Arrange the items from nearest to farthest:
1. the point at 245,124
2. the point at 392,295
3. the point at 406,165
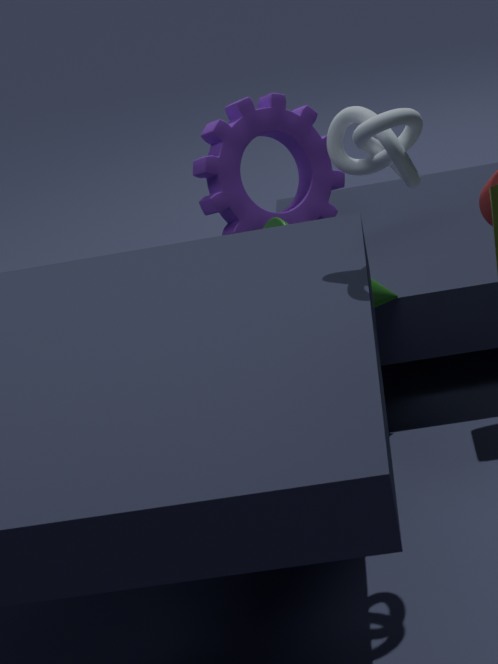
the point at 406,165 → the point at 392,295 → the point at 245,124
